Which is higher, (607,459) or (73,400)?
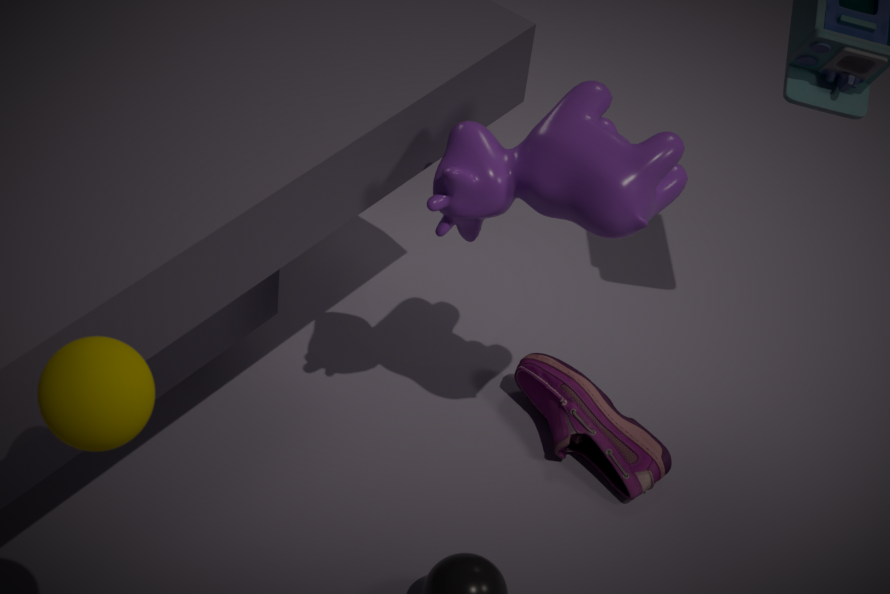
(73,400)
